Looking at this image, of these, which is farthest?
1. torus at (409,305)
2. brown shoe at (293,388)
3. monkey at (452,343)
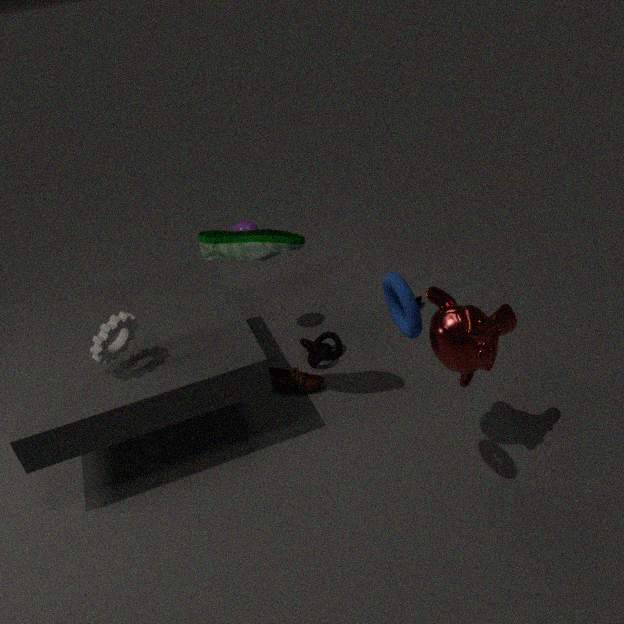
brown shoe at (293,388)
